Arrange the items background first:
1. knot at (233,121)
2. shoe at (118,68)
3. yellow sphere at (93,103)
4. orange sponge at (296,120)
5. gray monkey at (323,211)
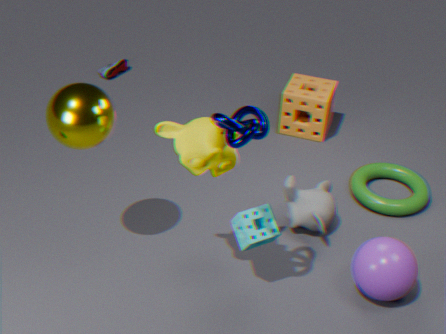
1. shoe at (118,68)
2. orange sponge at (296,120)
3. gray monkey at (323,211)
4. yellow sphere at (93,103)
5. knot at (233,121)
